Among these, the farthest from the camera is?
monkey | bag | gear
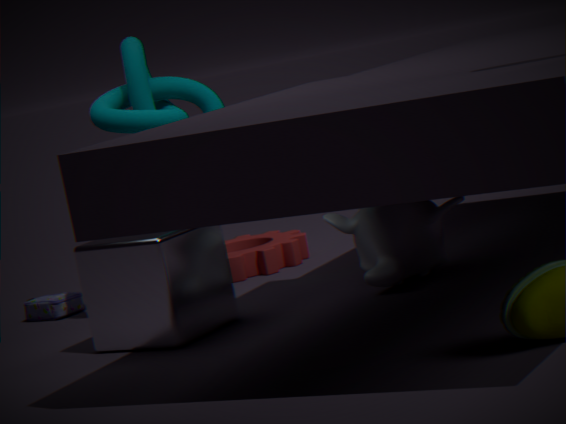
gear
